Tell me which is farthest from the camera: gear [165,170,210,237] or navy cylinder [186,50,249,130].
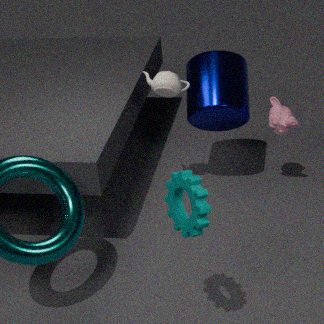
navy cylinder [186,50,249,130]
